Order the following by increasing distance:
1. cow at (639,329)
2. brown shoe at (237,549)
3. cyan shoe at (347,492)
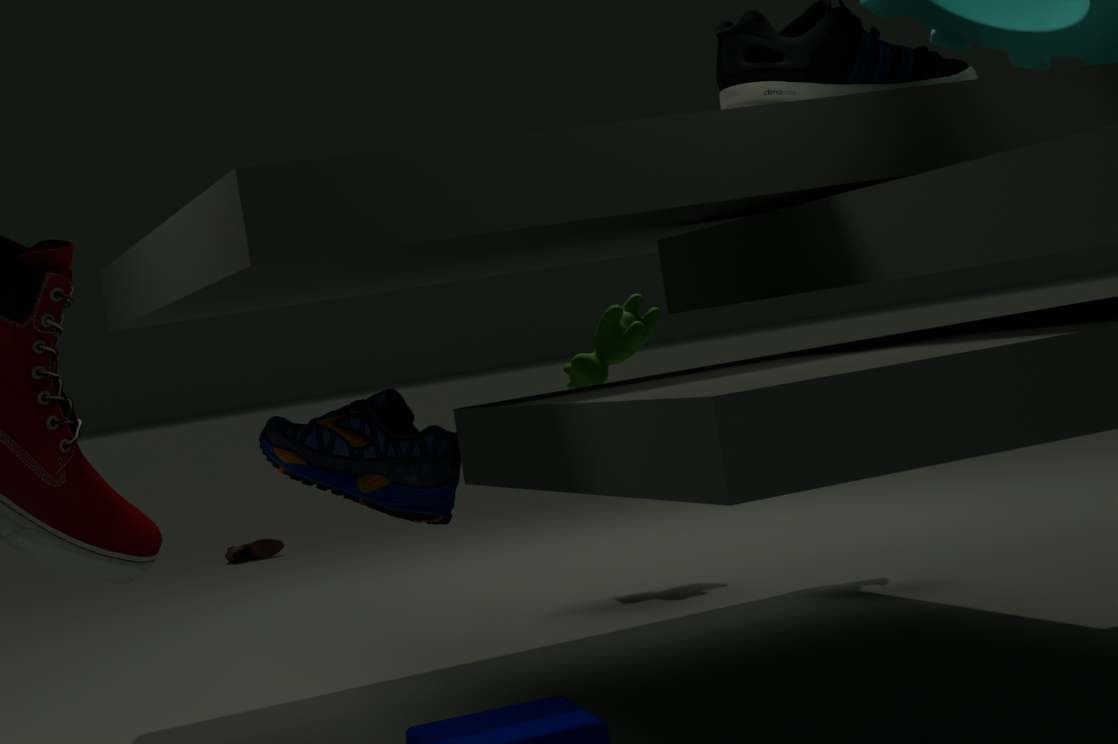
cyan shoe at (347,492)
cow at (639,329)
brown shoe at (237,549)
